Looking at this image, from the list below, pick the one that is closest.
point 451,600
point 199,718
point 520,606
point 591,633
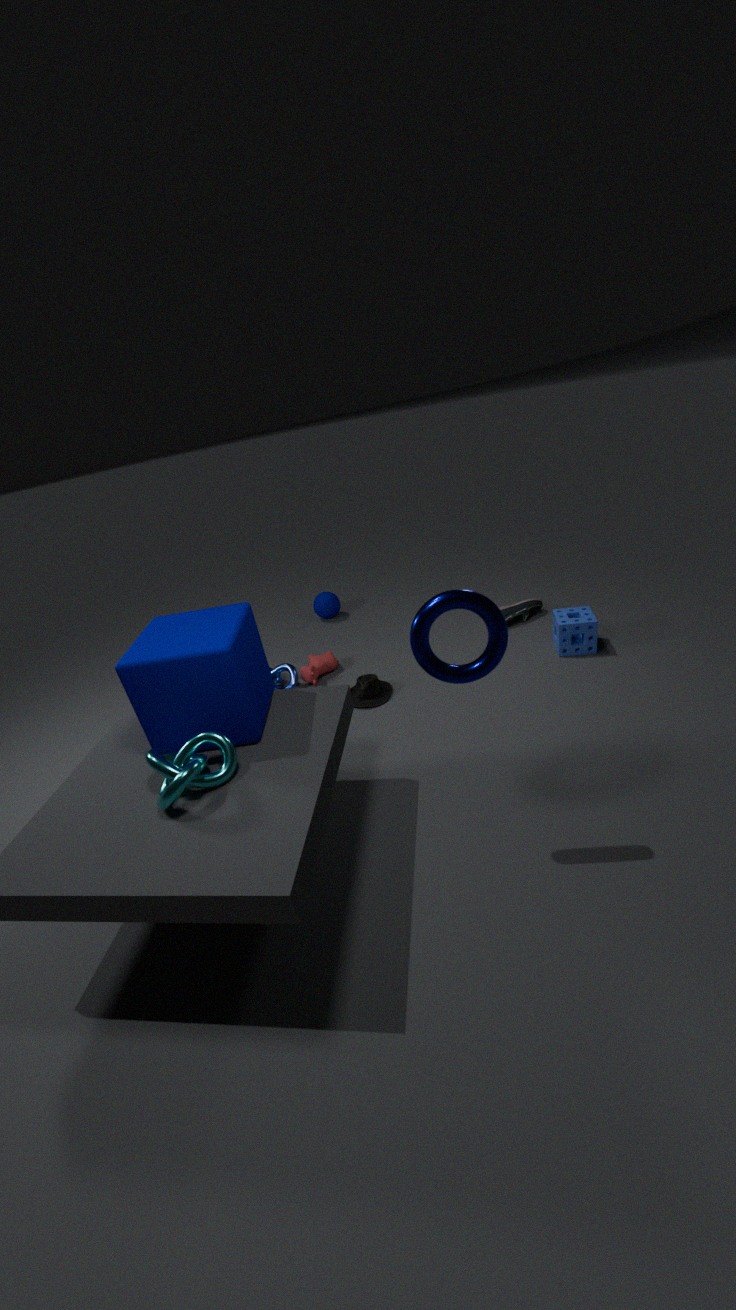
point 451,600
